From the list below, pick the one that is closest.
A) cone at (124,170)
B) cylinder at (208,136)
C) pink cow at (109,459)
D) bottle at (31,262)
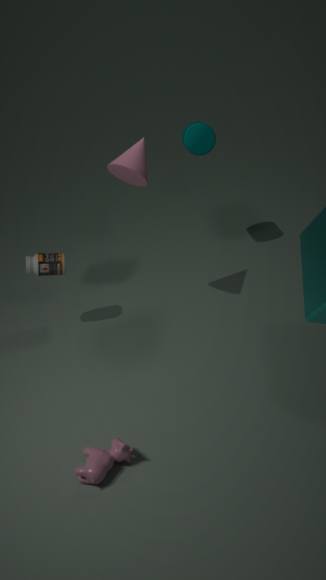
pink cow at (109,459)
